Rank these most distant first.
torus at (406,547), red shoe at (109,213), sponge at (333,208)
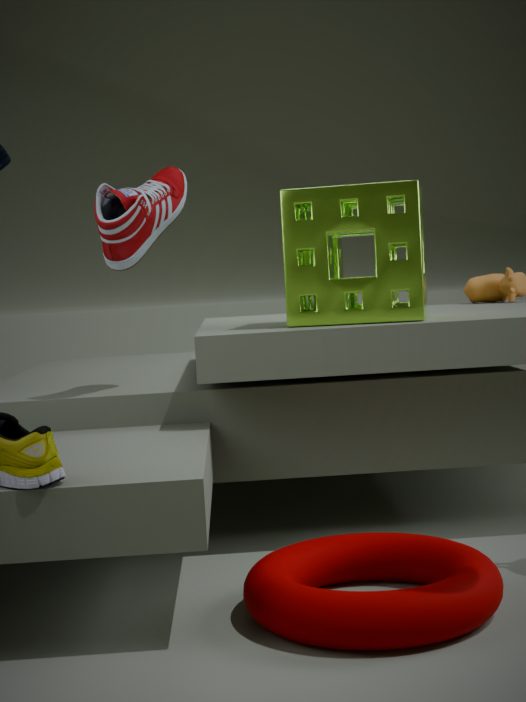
sponge at (333,208), red shoe at (109,213), torus at (406,547)
